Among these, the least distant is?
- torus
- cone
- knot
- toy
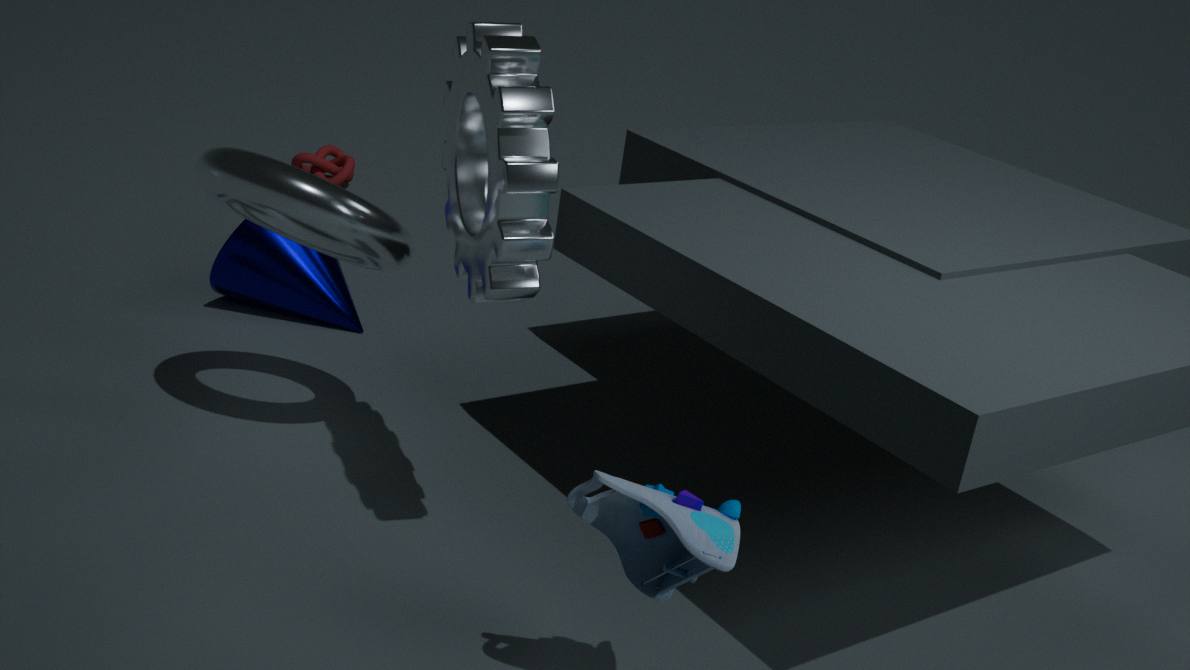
toy
